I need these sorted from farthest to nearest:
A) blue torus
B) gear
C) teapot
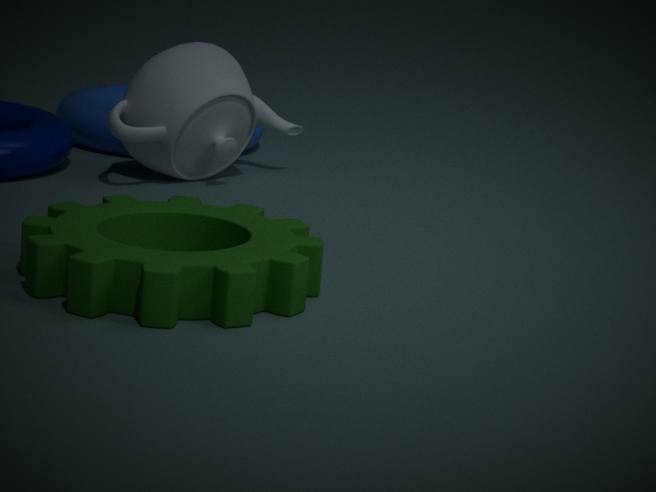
blue torus, teapot, gear
